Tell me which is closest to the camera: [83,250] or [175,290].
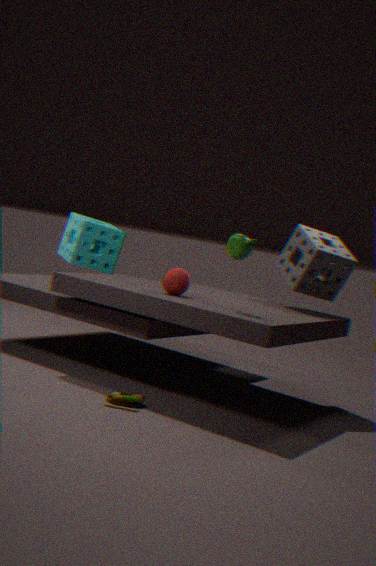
[175,290]
